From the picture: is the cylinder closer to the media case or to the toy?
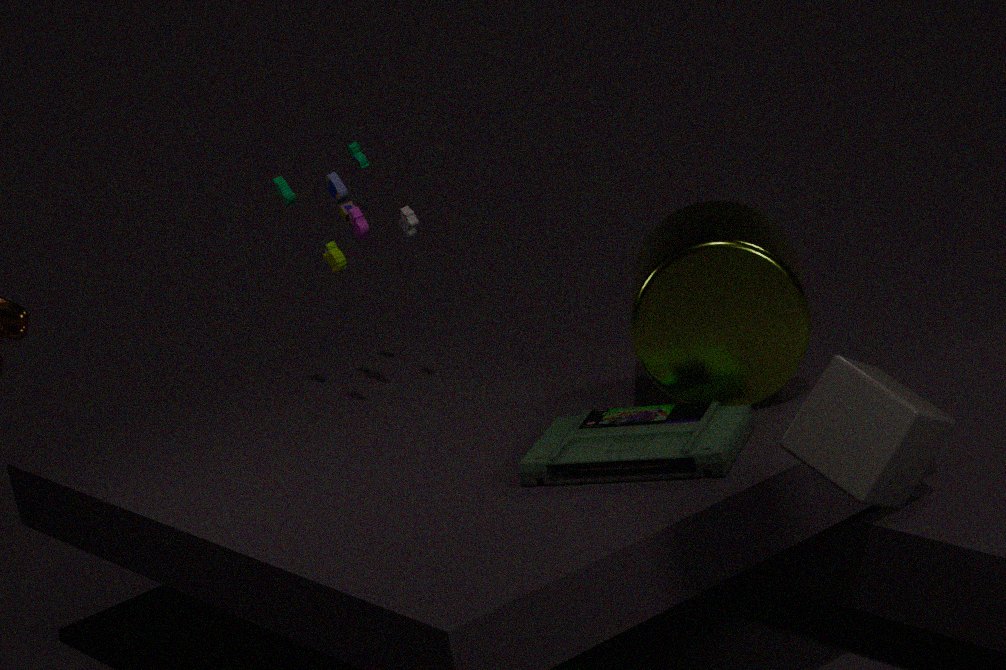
the media case
